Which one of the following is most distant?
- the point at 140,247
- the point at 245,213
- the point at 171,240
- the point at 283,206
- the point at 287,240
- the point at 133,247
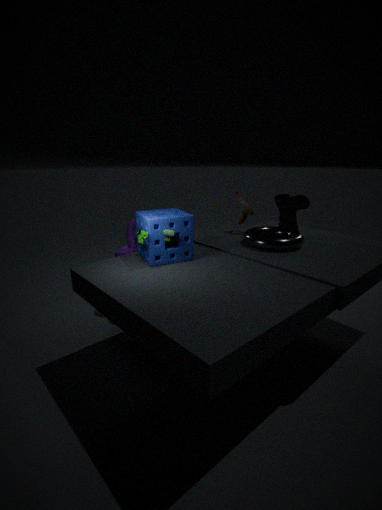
the point at 245,213
